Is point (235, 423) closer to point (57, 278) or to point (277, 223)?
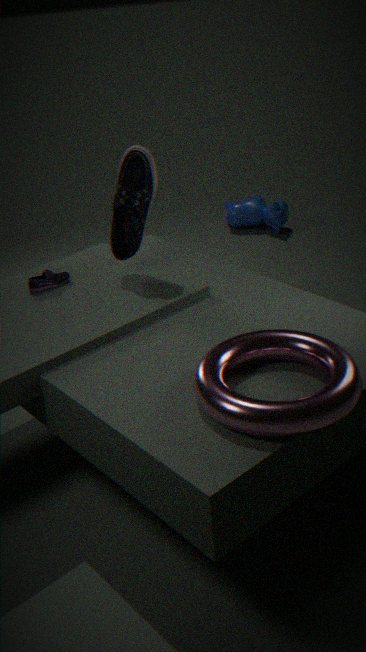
point (57, 278)
